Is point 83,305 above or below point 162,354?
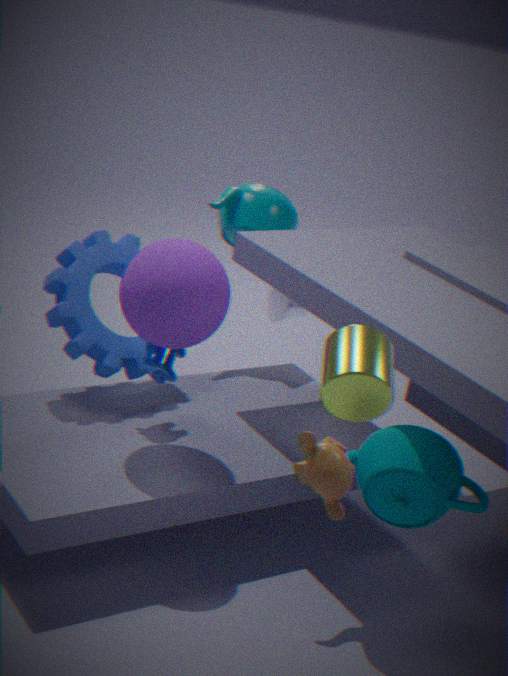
above
